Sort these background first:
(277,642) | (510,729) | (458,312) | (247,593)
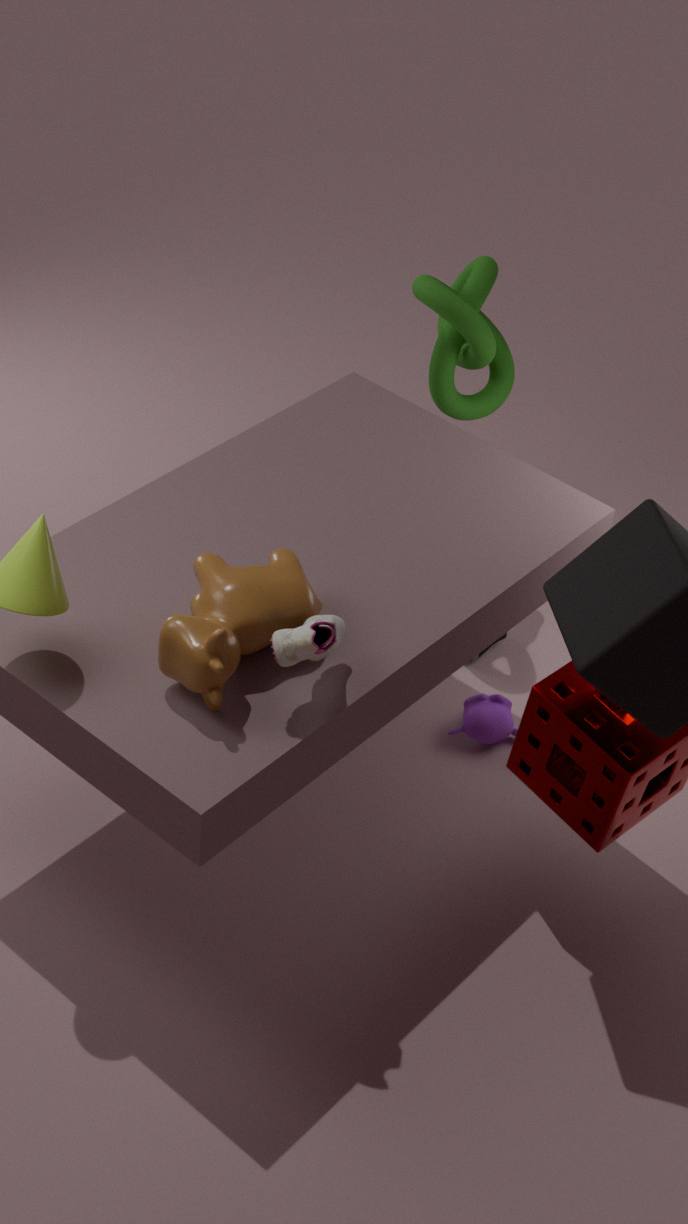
(510,729)
(458,312)
(247,593)
(277,642)
